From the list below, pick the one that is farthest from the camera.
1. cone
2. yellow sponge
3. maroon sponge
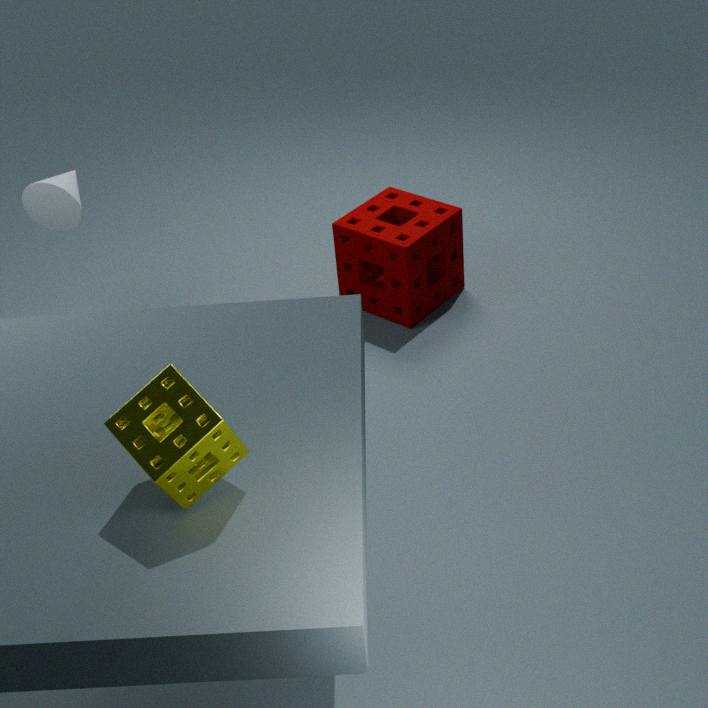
maroon sponge
